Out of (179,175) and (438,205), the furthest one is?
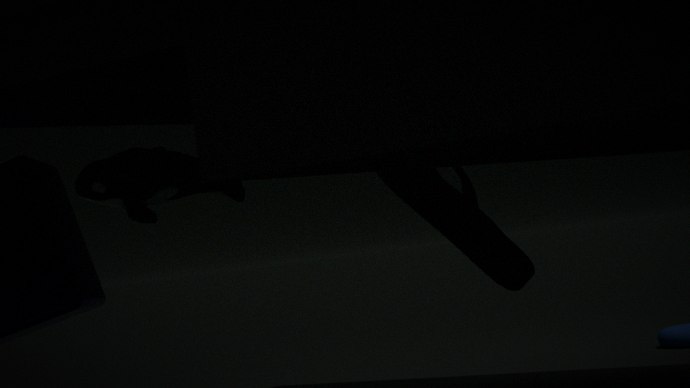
(179,175)
